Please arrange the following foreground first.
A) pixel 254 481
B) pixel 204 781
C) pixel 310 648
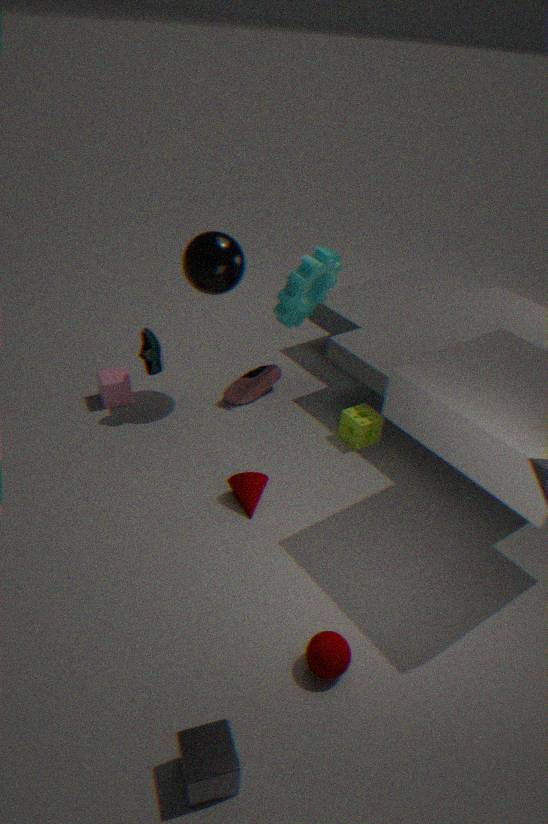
pixel 204 781 < pixel 310 648 < pixel 254 481
